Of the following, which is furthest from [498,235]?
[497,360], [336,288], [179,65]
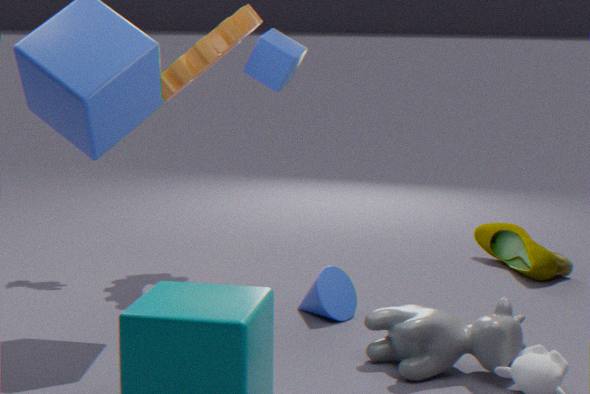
[179,65]
